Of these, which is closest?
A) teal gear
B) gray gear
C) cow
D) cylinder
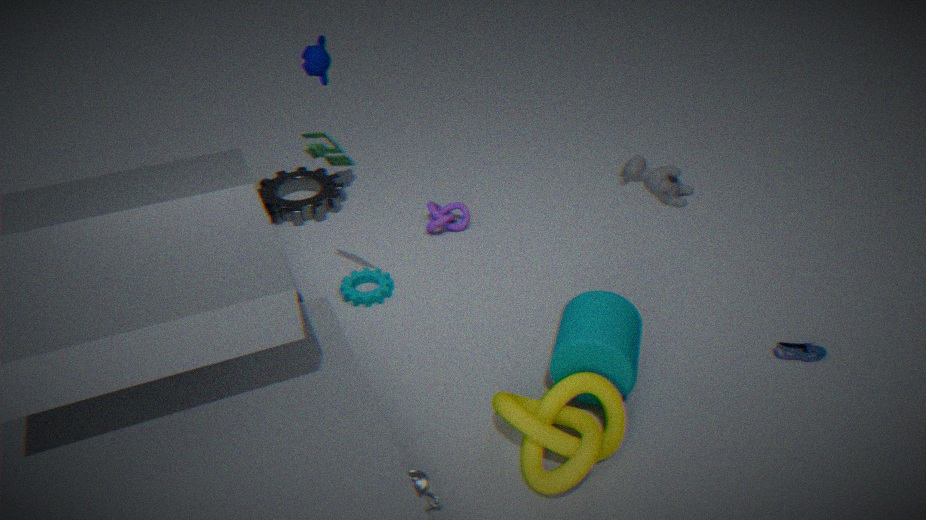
cow
